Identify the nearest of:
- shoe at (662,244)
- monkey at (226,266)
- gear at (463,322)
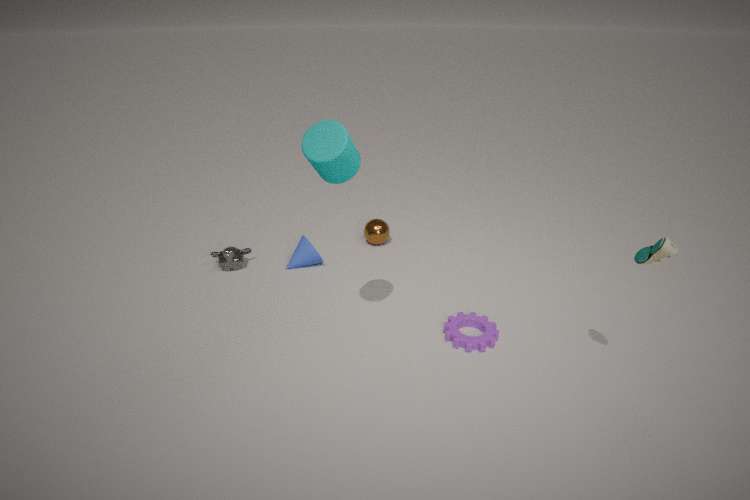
shoe at (662,244)
